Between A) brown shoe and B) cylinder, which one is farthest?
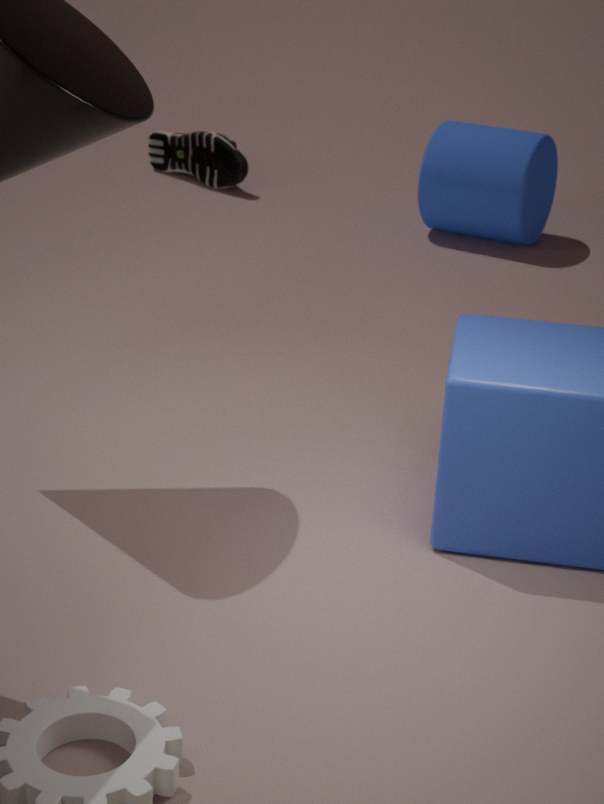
A. brown shoe
